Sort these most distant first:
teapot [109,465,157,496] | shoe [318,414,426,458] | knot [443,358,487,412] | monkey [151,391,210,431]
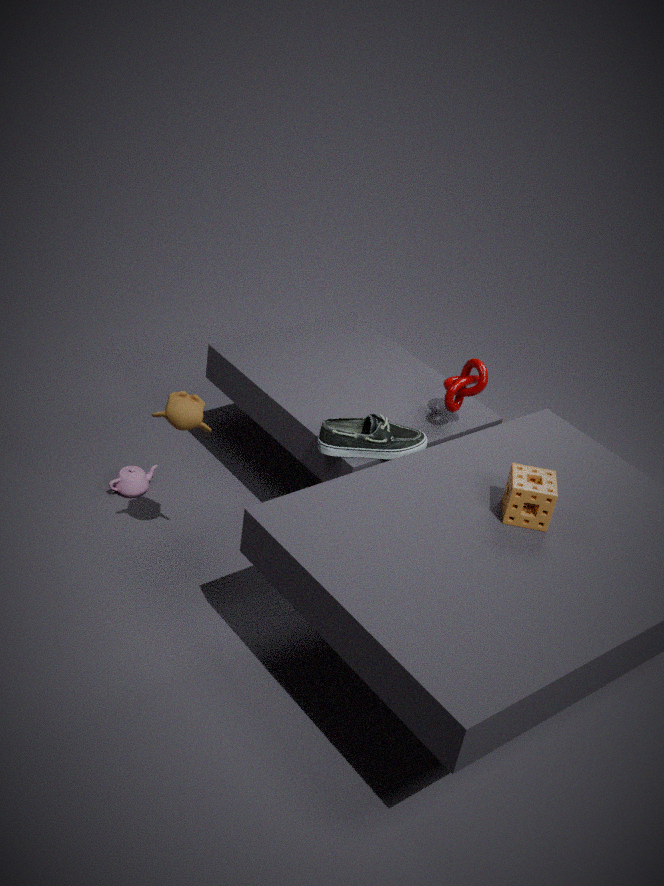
1. teapot [109,465,157,496]
2. knot [443,358,487,412]
3. shoe [318,414,426,458]
4. monkey [151,391,210,431]
